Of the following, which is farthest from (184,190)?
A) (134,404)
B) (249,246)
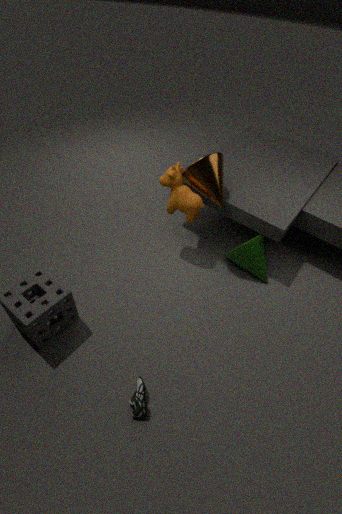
(134,404)
